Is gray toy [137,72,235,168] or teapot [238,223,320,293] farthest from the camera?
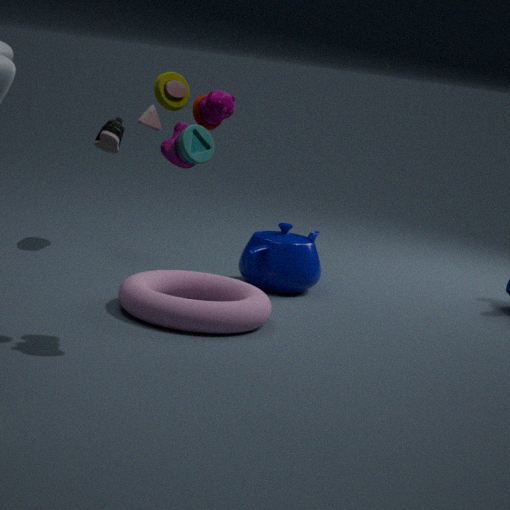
teapot [238,223,320,293]
